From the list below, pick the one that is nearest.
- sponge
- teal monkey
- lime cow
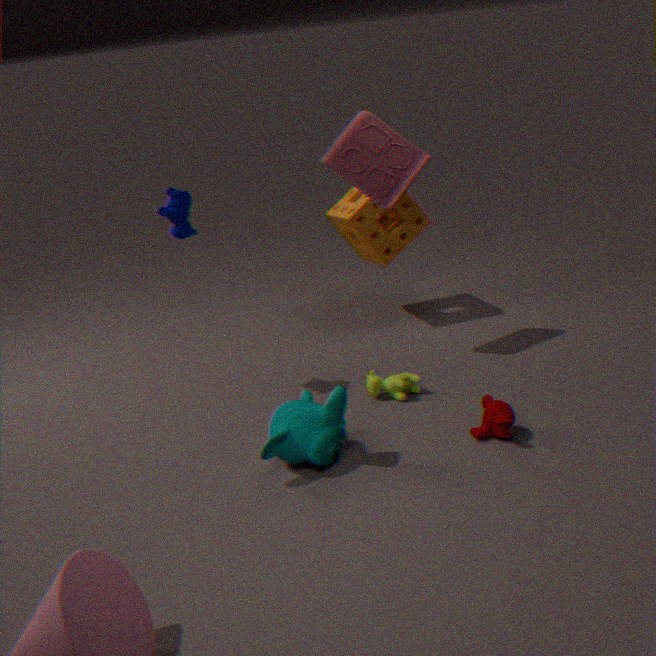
teal monkey
